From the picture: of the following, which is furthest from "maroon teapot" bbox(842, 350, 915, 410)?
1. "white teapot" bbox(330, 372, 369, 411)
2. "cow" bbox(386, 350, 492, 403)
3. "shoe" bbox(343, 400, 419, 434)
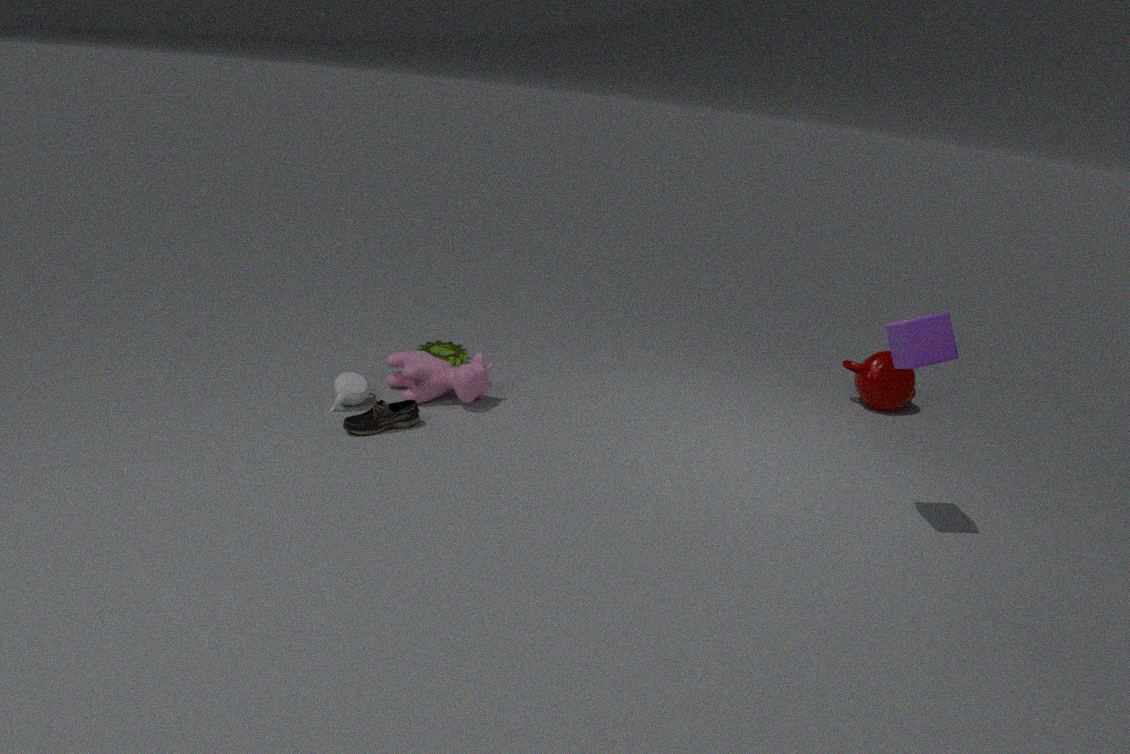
"white teapot" bbox(330, 372, 369, 411)
